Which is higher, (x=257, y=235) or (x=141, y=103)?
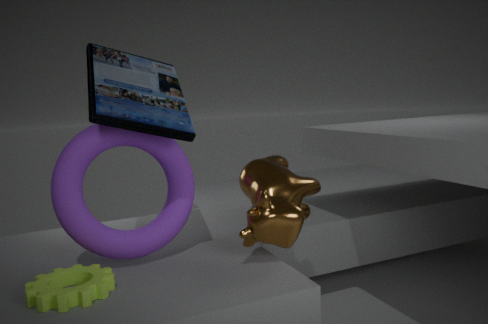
(x=141, y=103)
